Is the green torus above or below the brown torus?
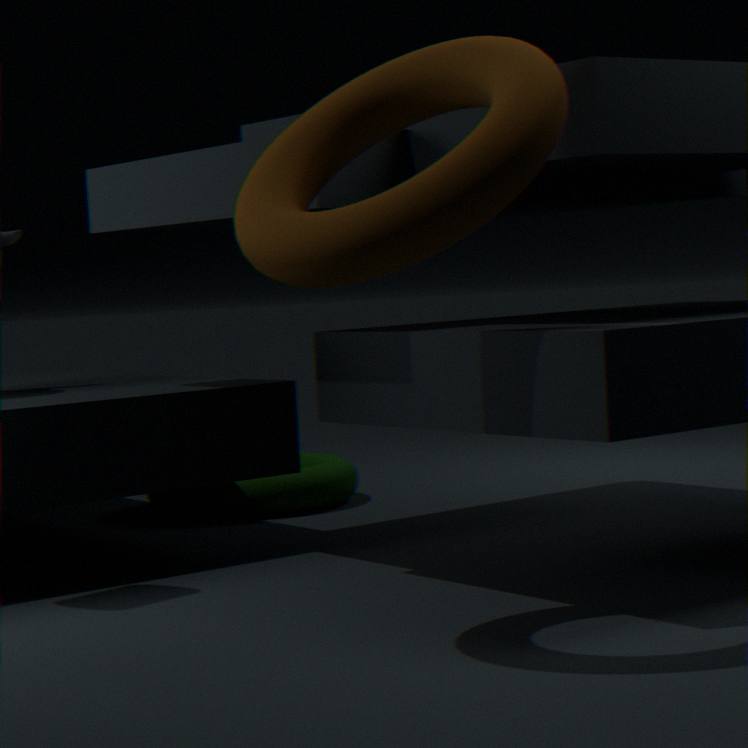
below
